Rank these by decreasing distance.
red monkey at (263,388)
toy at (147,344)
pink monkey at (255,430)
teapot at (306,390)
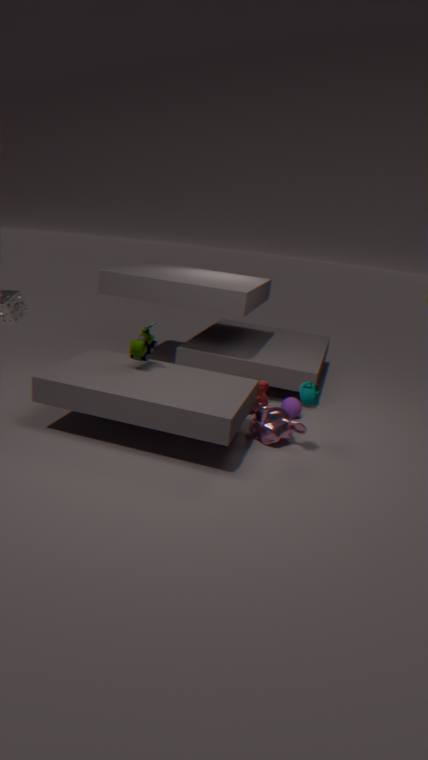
red monkey at (263,388), pink monkey at (255,430), toy at (147,344), teapot at (306,390)
